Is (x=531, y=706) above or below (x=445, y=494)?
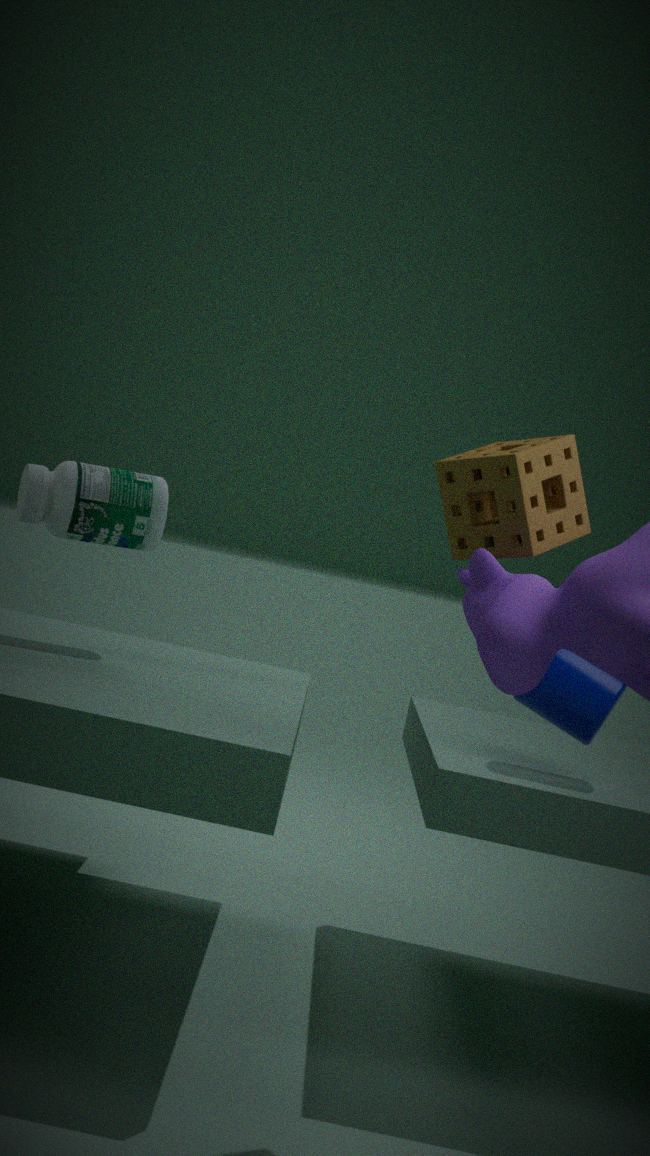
below
